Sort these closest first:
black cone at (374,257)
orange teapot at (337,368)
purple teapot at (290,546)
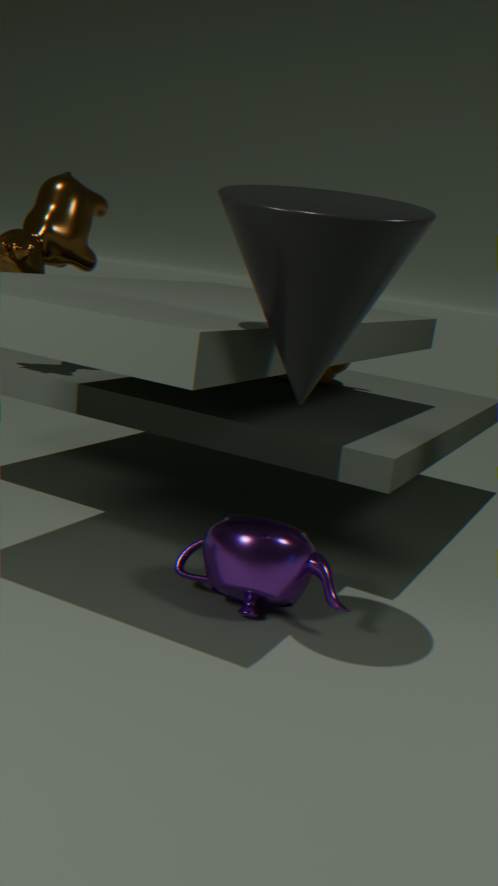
black cone at (374,257), purple teapot at (290,546), orange teapot at (337,368)
